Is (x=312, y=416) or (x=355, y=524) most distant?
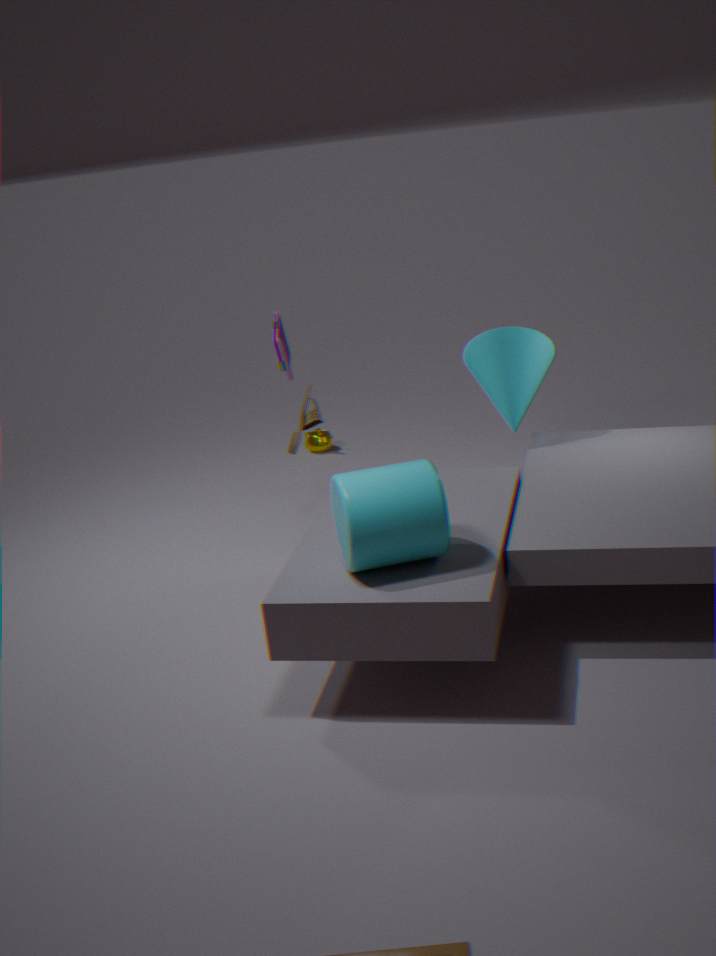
(x=312, y=416)
